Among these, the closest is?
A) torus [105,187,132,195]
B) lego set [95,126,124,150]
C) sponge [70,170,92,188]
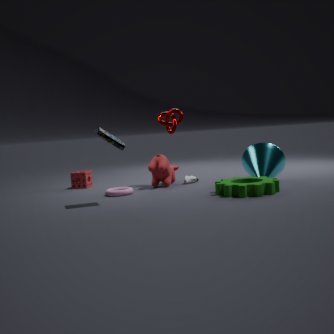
lego set [95,126,124,150]
